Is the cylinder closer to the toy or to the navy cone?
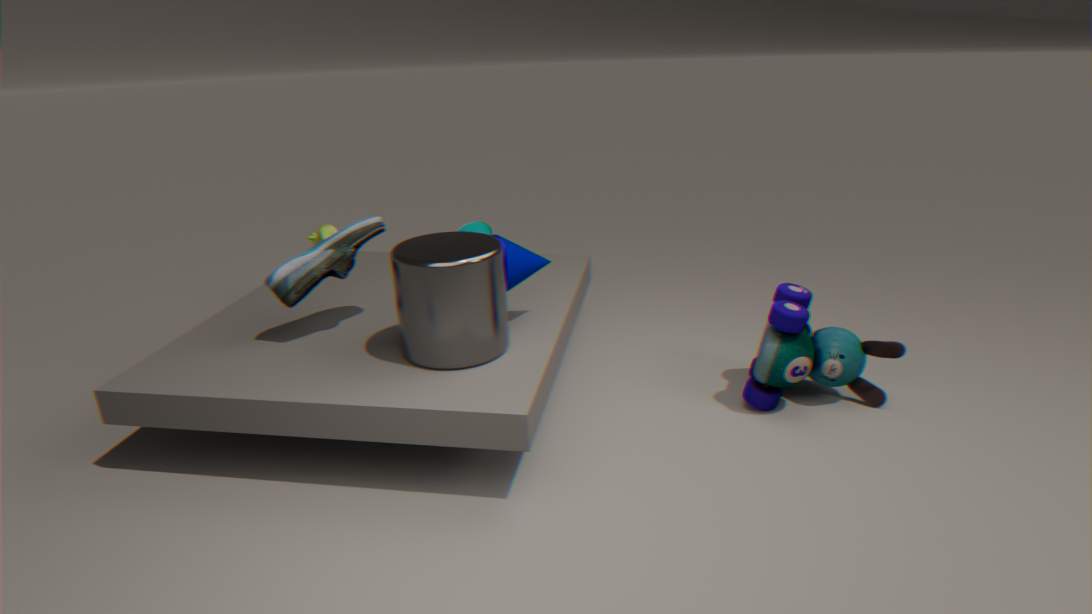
the navy cone
